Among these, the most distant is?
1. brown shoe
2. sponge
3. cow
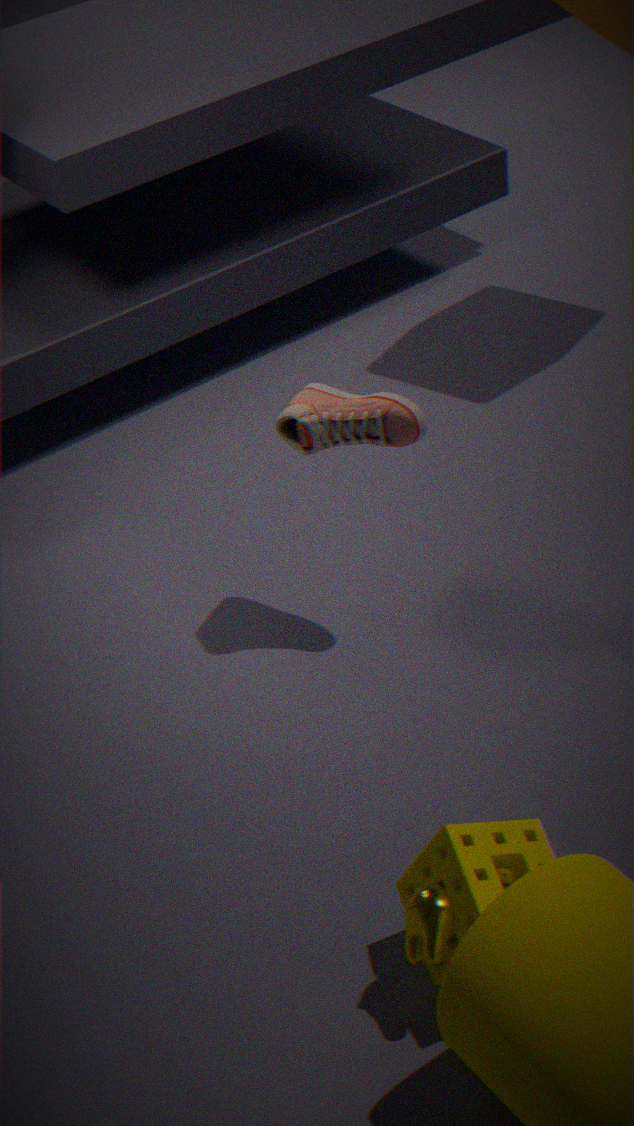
brown shoe
